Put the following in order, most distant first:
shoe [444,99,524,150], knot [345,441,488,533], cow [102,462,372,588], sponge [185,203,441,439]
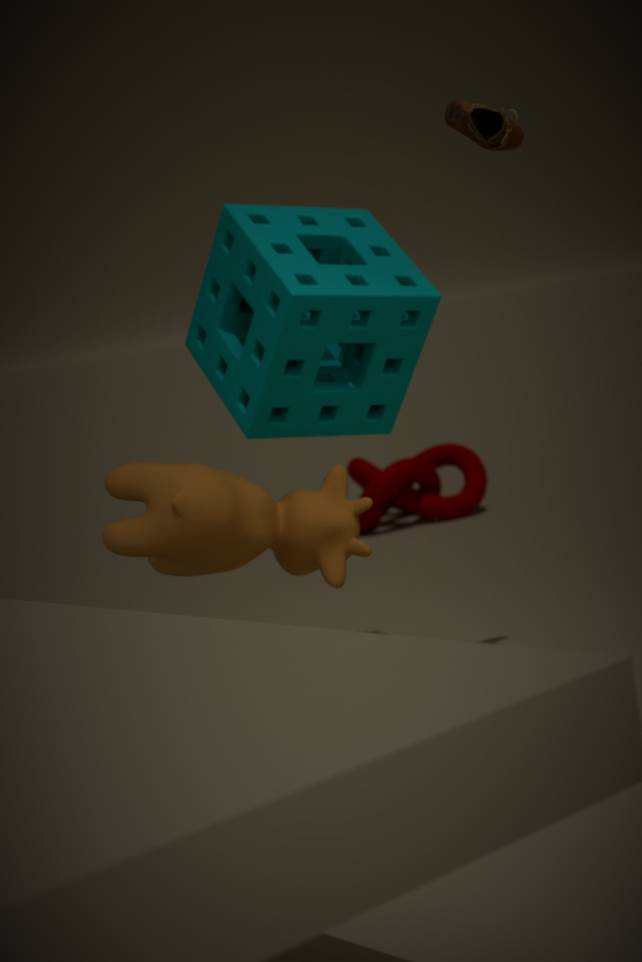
knot [345,441,488,533], sponge [185,203,441,439], shoe [444,99,524,150], cow [102,462,372,588]
